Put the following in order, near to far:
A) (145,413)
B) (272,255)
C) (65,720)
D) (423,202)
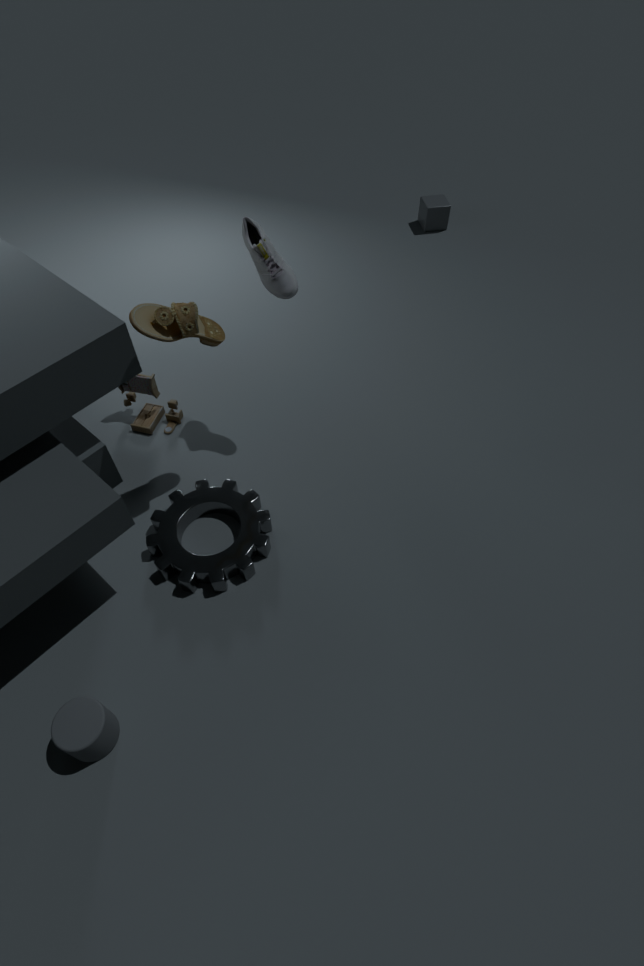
(65,720) < (272,255) < (145,413) < (423,202)
